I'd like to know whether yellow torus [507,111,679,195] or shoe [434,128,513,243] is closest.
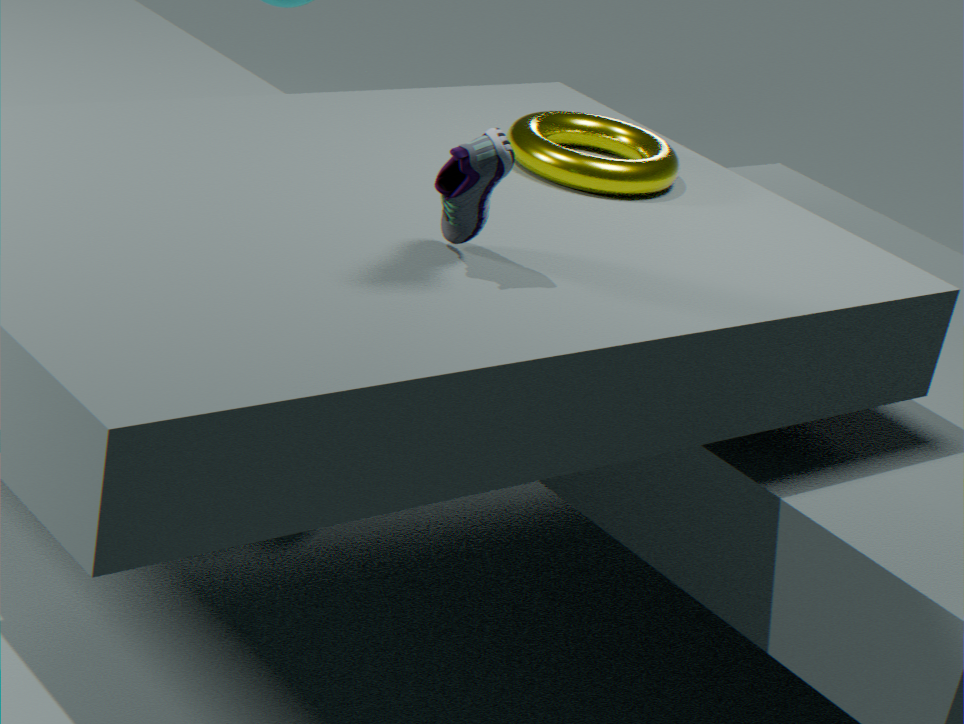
shoe [434,128,513,243]
